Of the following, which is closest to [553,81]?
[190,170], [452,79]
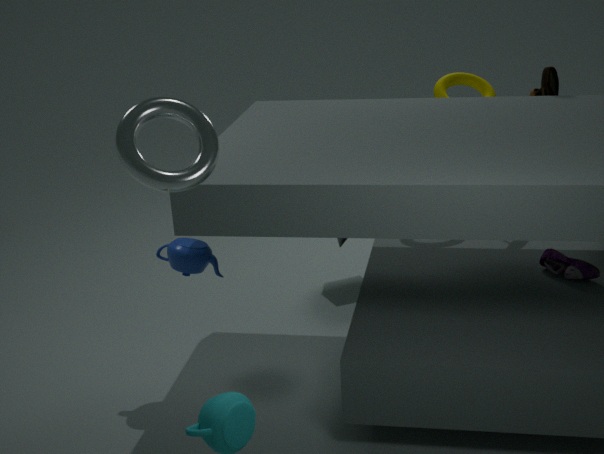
[452,79]
